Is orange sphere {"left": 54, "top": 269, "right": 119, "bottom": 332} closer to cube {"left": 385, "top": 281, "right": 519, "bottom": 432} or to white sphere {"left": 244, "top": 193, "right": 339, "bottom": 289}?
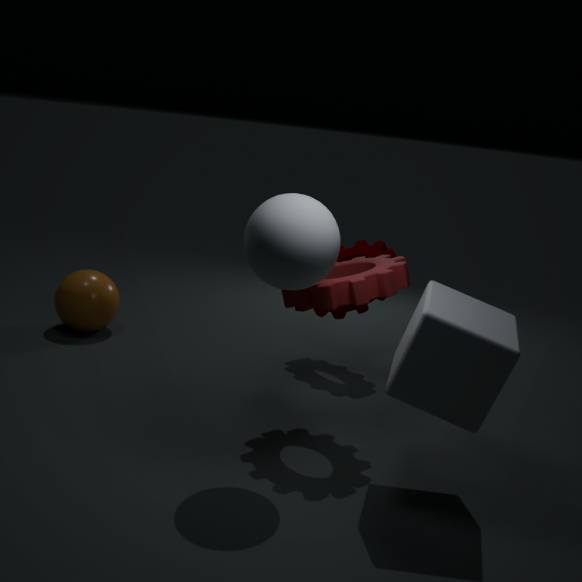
white sphere {"left": 244, "top": 193, "right": 339, "bottom": 289}
